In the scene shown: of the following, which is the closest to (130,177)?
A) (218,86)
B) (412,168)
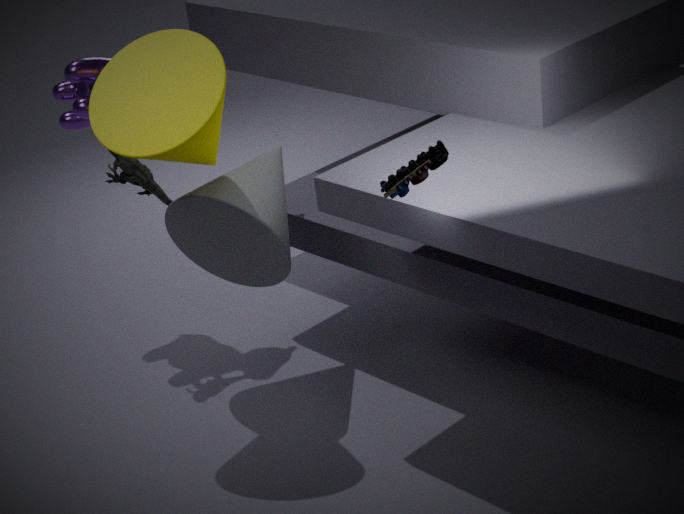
(218,86)
